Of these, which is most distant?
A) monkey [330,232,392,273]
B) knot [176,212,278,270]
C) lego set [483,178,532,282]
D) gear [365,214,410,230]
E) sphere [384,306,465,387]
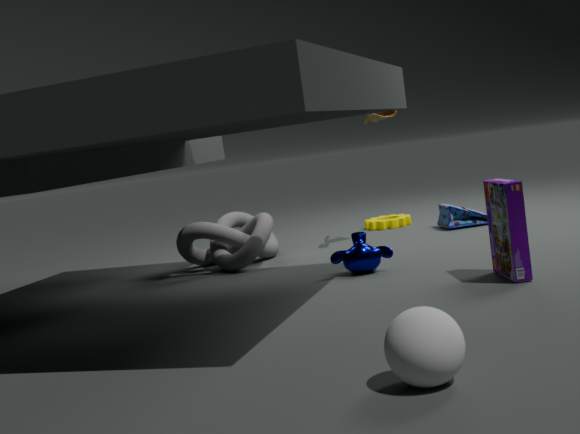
gear [365,214,410,230]
